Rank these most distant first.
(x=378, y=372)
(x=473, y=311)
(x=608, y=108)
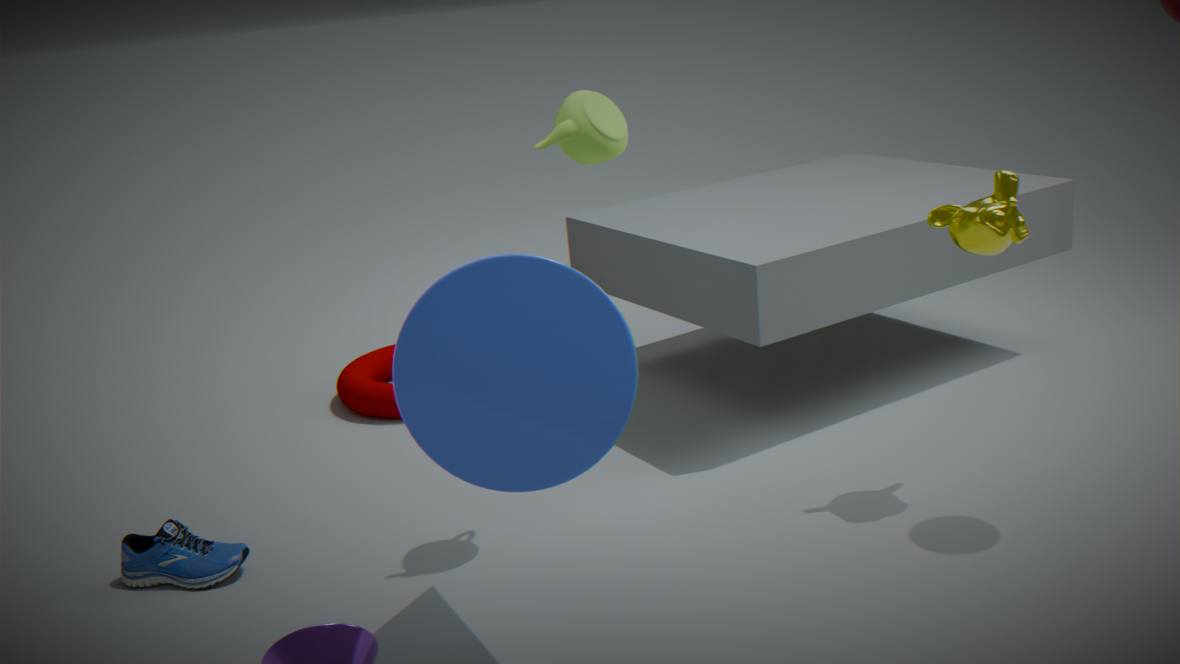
(x=378, y=372) → (x=608, y=108) → (x=473, y=311)
